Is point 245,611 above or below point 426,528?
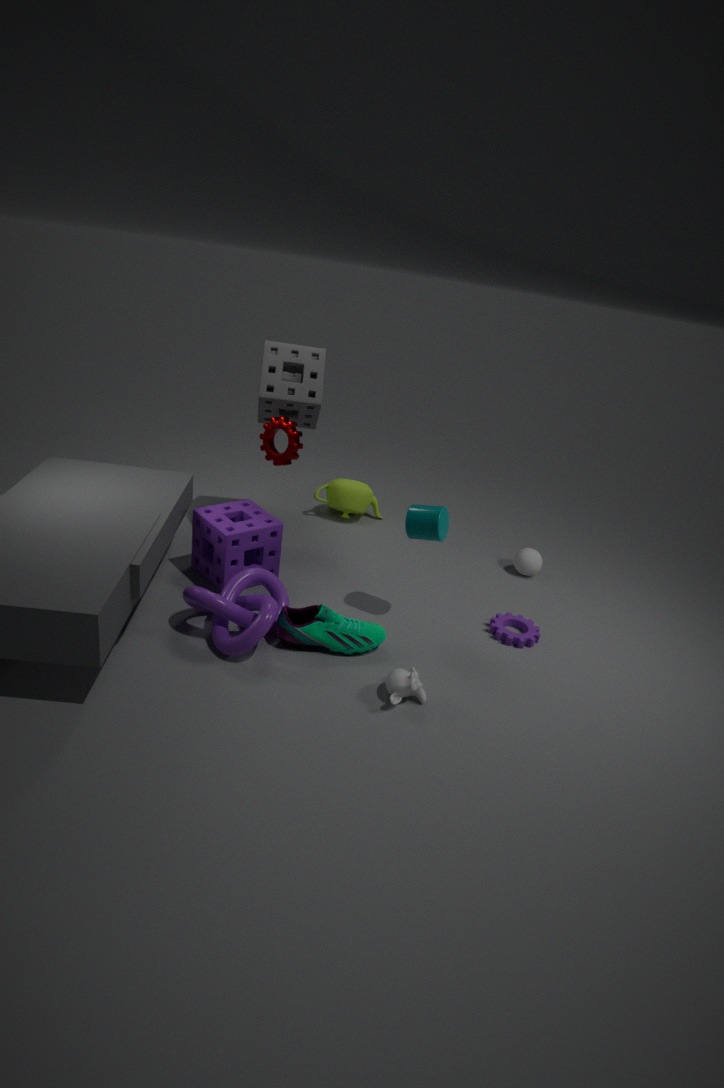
below
